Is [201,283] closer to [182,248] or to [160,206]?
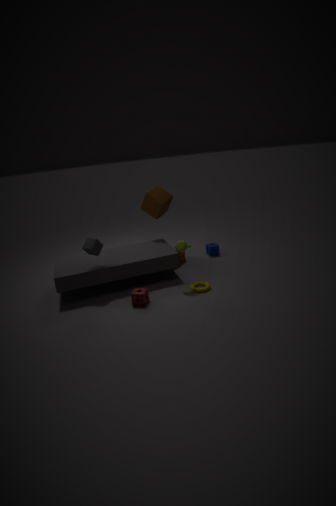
[182,248]
